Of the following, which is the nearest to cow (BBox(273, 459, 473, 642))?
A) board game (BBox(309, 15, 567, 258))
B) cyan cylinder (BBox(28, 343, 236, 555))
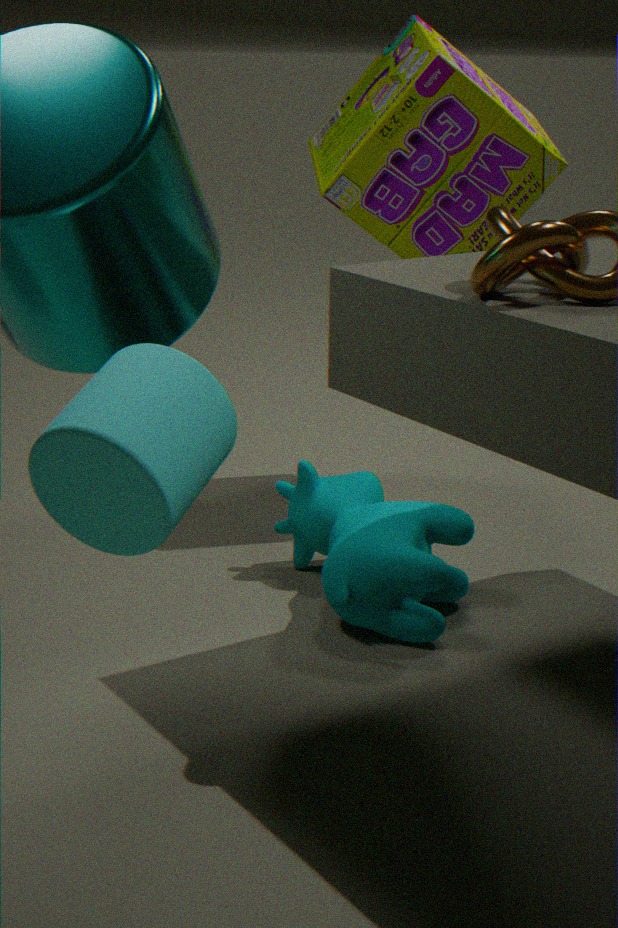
board game (BBox(309, 15, 567, 258))
